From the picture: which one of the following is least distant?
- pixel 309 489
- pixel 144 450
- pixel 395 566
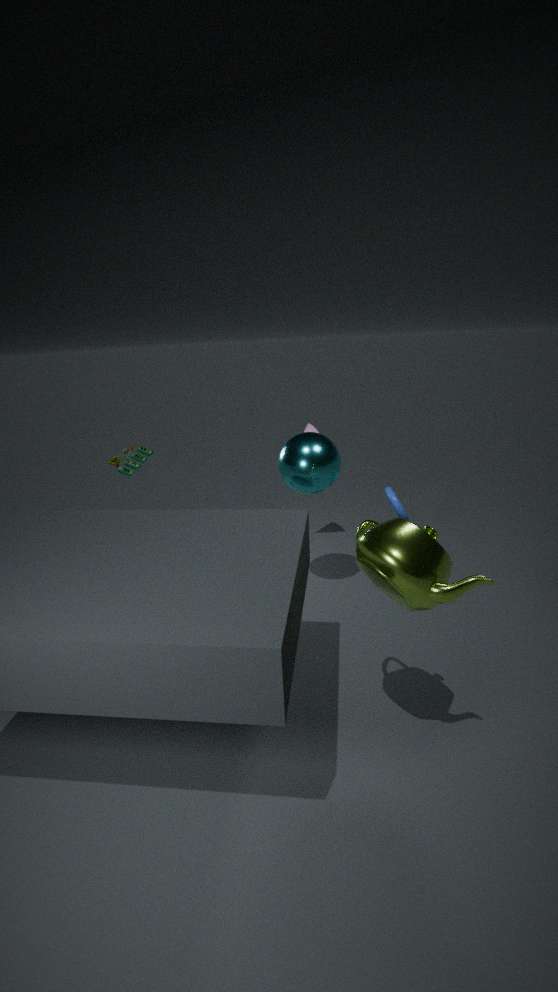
pixel 395 566
